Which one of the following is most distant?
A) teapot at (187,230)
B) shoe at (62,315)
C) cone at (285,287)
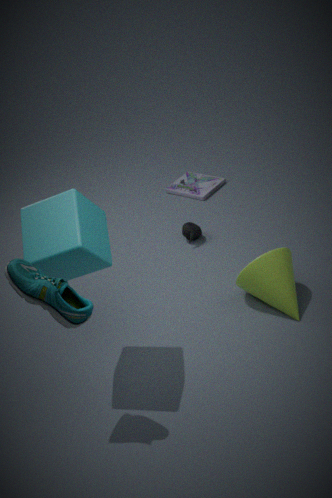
teapot at (187,230)
